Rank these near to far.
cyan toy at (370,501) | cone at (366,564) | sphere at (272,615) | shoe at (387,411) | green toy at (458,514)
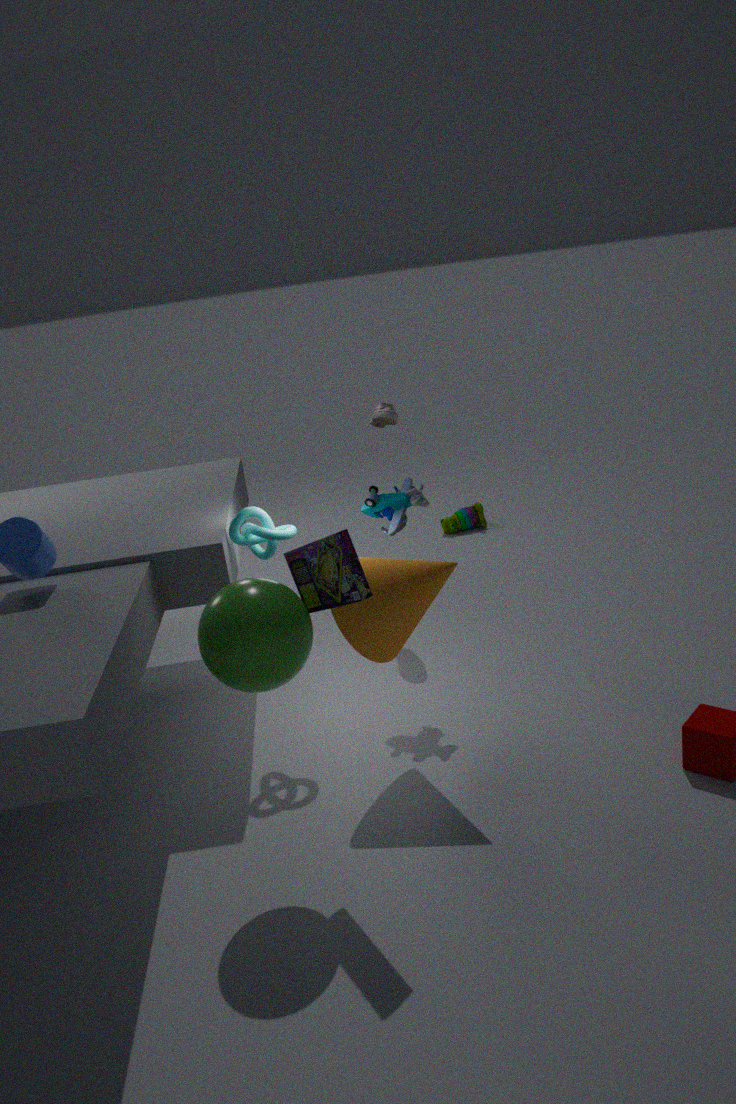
sphere at (272,615), cone at (366,564), cyan toy at (370,501), shoe at (387,411), green toy at (458,514)
